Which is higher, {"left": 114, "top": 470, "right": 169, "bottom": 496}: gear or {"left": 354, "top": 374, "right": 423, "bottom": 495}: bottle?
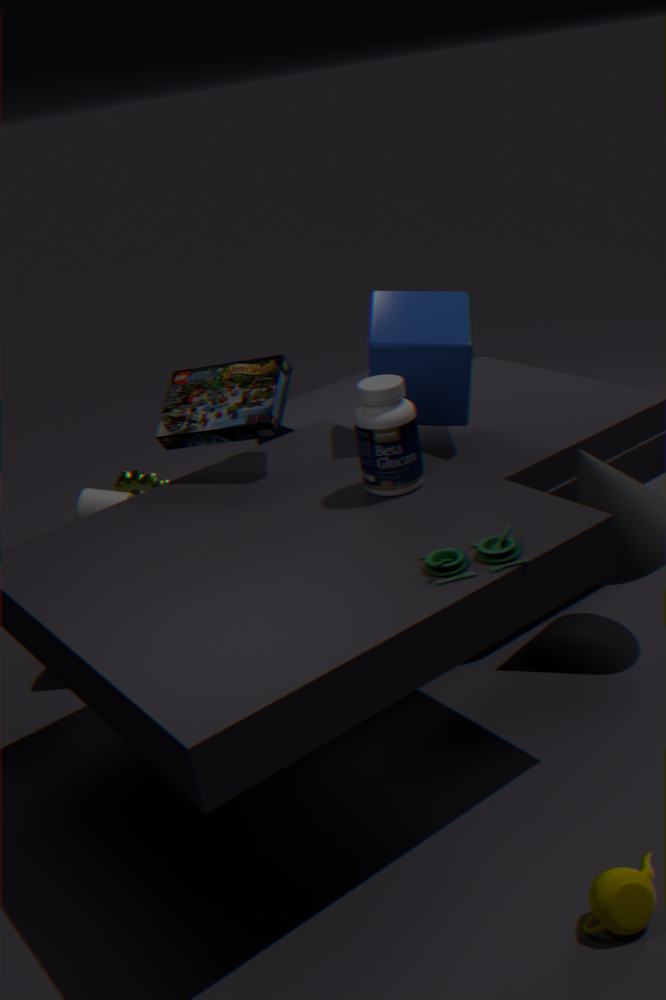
{"left": 354, "top": 374, "right": 423, "bottom": 495}: bottle
